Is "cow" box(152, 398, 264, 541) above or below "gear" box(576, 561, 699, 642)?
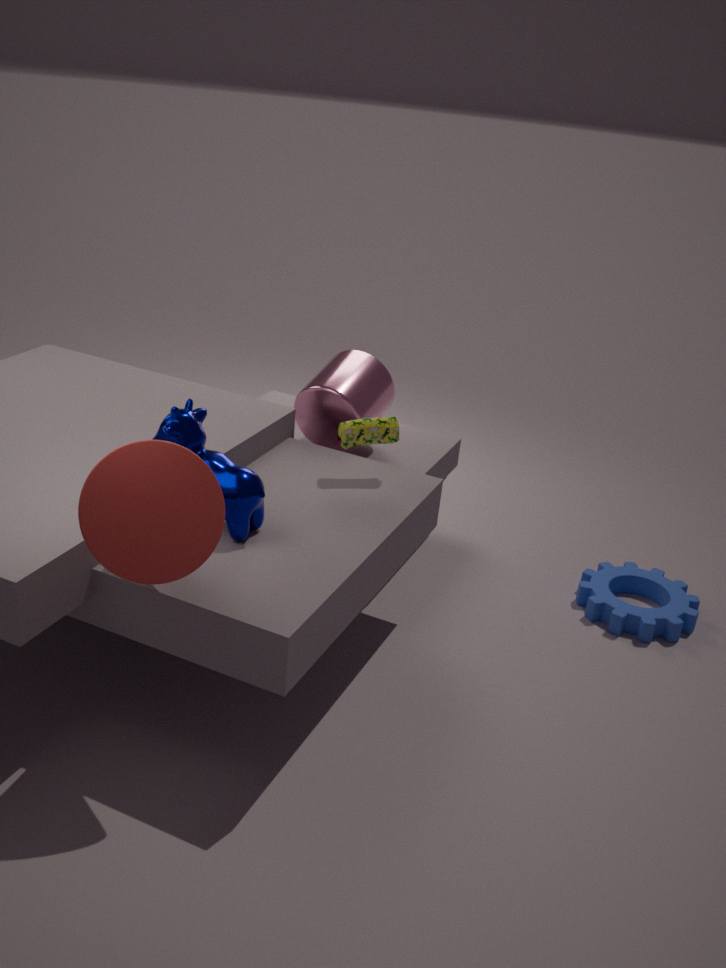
above
